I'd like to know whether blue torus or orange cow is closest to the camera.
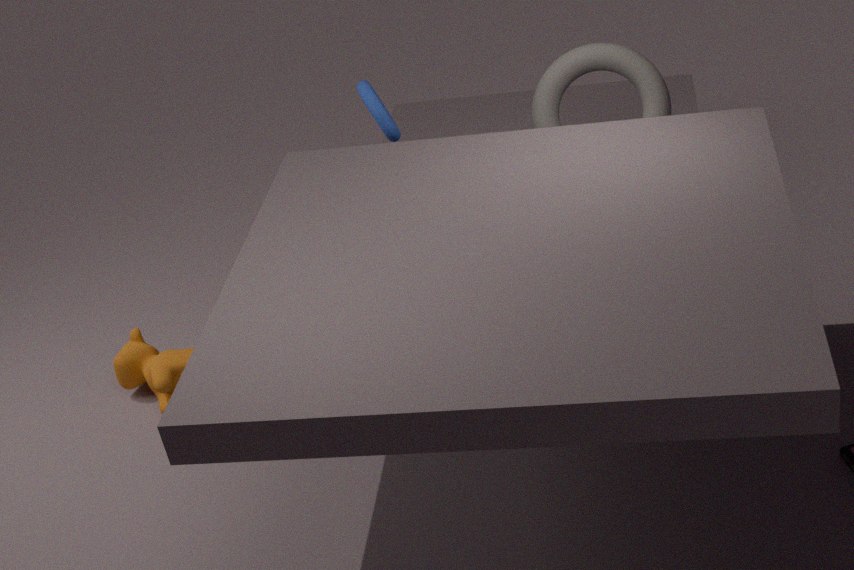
blue torus
